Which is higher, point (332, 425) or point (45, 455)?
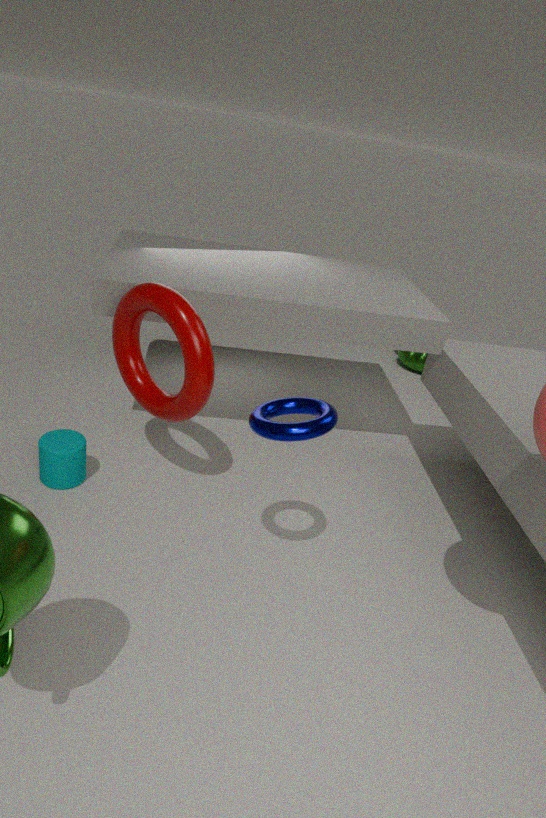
point (332, 425)
